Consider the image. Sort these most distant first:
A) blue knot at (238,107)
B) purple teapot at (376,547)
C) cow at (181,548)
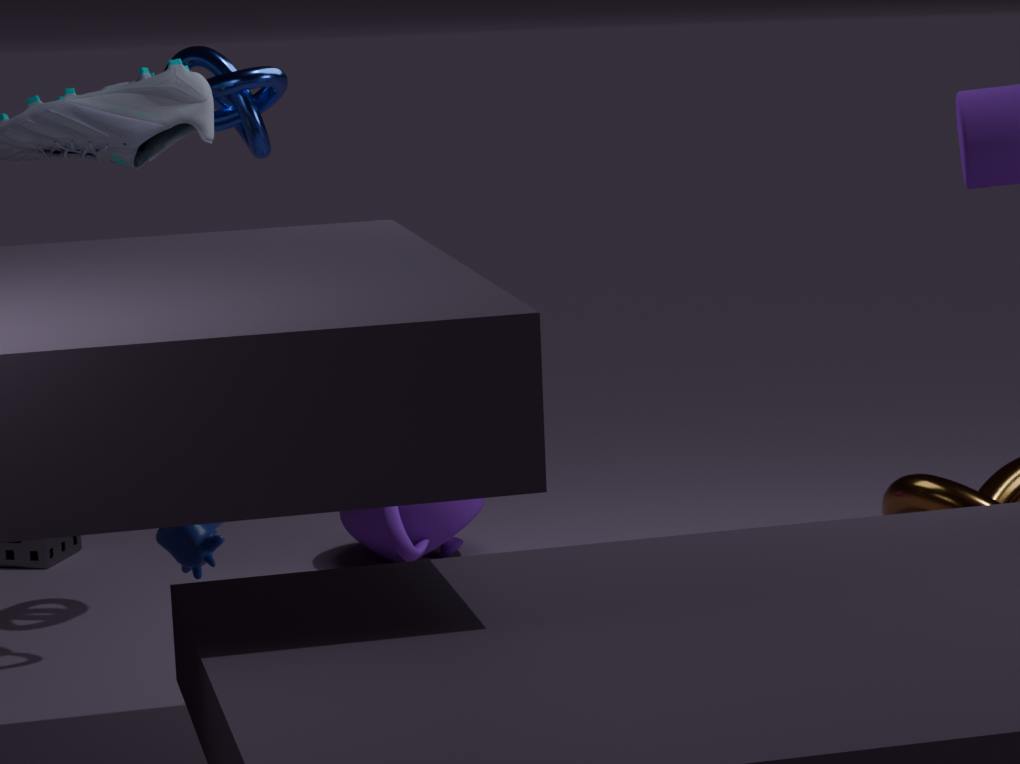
purple teapot at (376,547) < blue knot at (238,107) < cow at (181,548)
